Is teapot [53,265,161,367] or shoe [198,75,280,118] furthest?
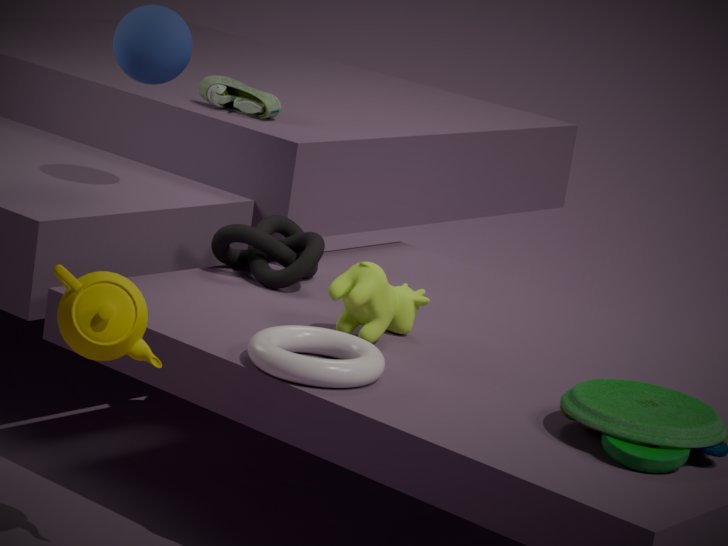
shoe [198,75,280,118]
